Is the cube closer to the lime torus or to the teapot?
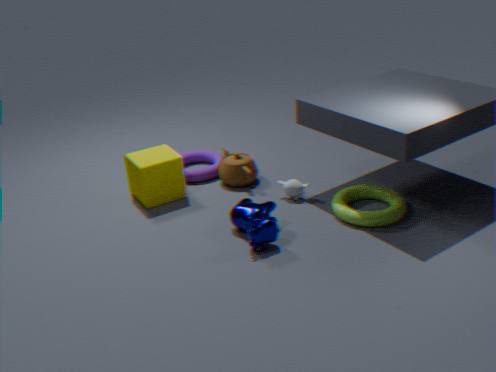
the teapot
